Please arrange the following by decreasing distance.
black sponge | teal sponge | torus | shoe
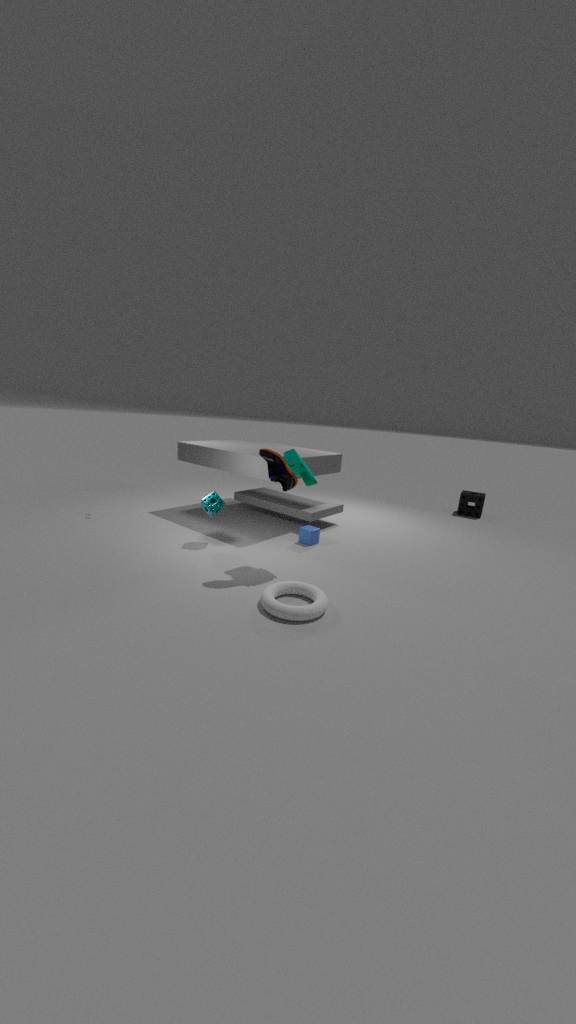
1. black sponge
2. teal sponge
3. shoe
4. torus
